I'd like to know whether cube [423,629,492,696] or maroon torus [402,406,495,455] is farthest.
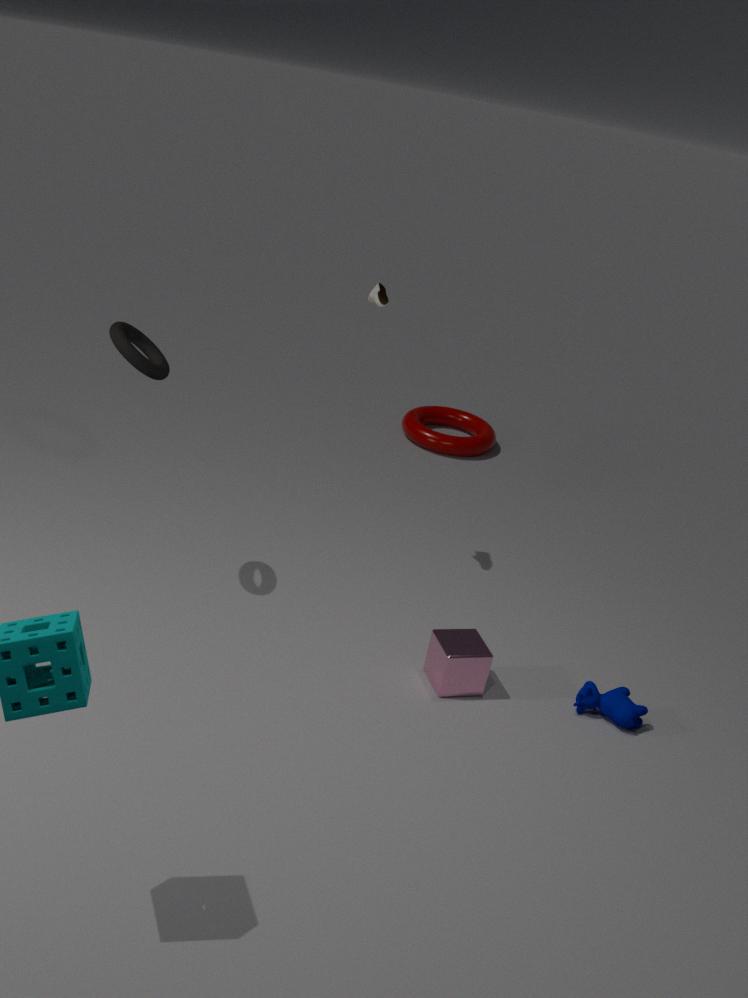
maroon torus [402,406,495,455]
